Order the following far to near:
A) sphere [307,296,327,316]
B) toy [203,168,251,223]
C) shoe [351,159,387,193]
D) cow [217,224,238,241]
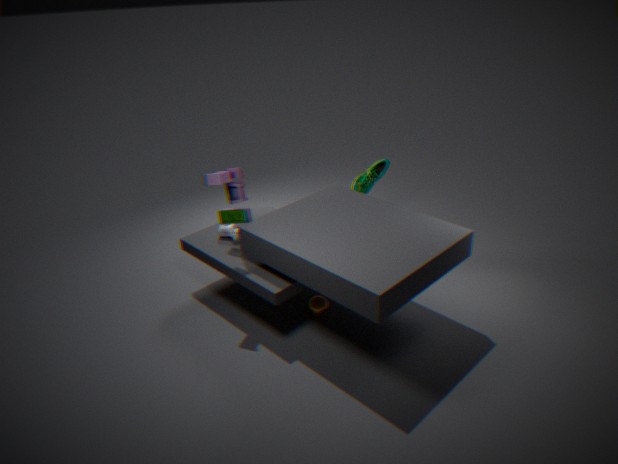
shoe [351,159,387,193]
cow [217,224,238,241]
sphere [307,296,327,316]
toy [203,168,251,223]
